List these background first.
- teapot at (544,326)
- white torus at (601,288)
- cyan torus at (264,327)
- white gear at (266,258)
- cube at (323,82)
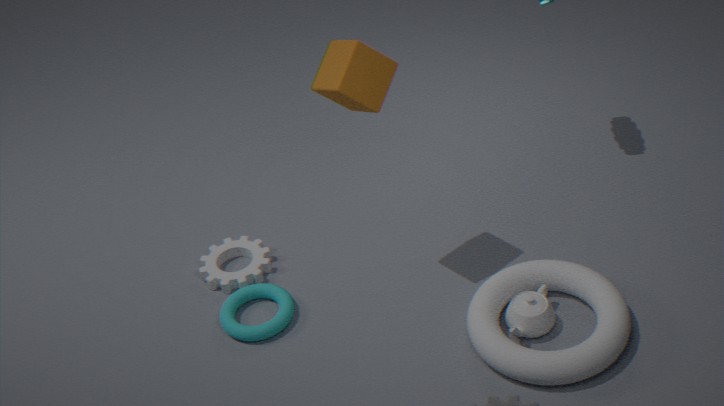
1. white gear at (266,258)
2. cyan torus at (264,327)
3. teapot at (544,326)
4. cube at (323,82)
5. white torus at (601,288)
